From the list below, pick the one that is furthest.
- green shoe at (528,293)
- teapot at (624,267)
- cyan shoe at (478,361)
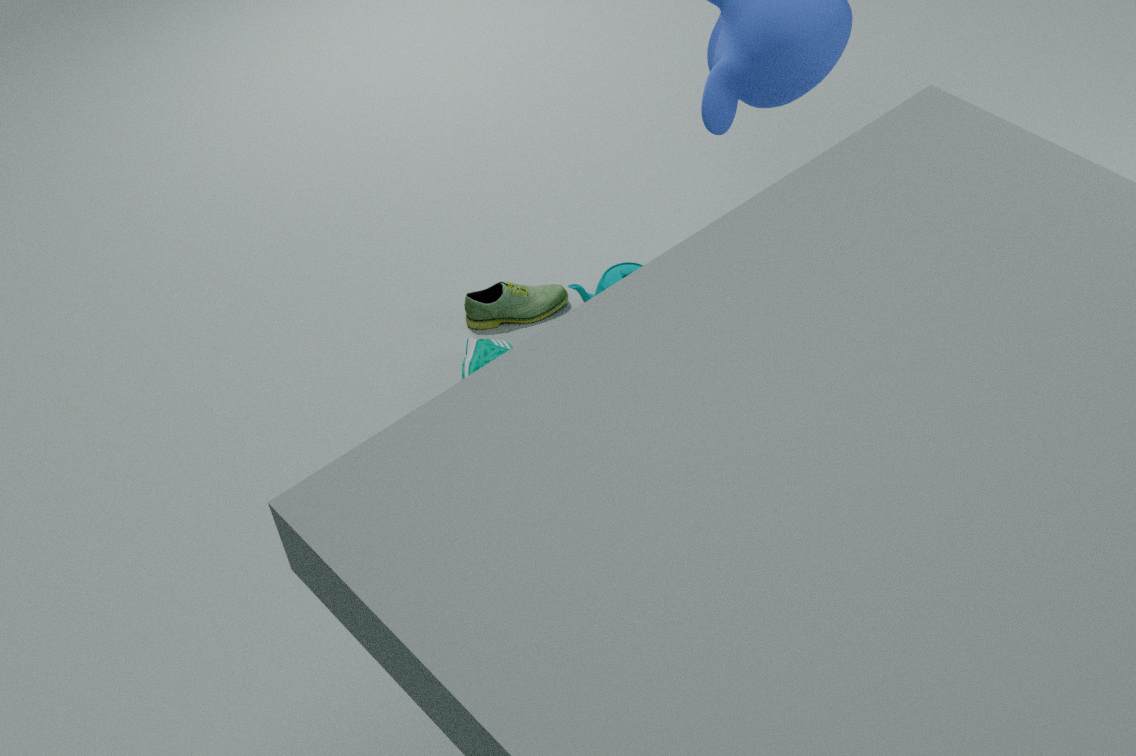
green shoe at (528,293)
